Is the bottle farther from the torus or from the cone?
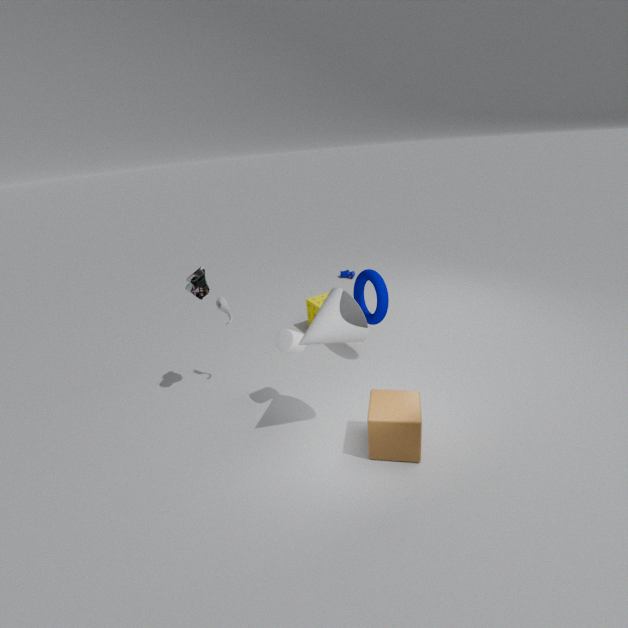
the torus
